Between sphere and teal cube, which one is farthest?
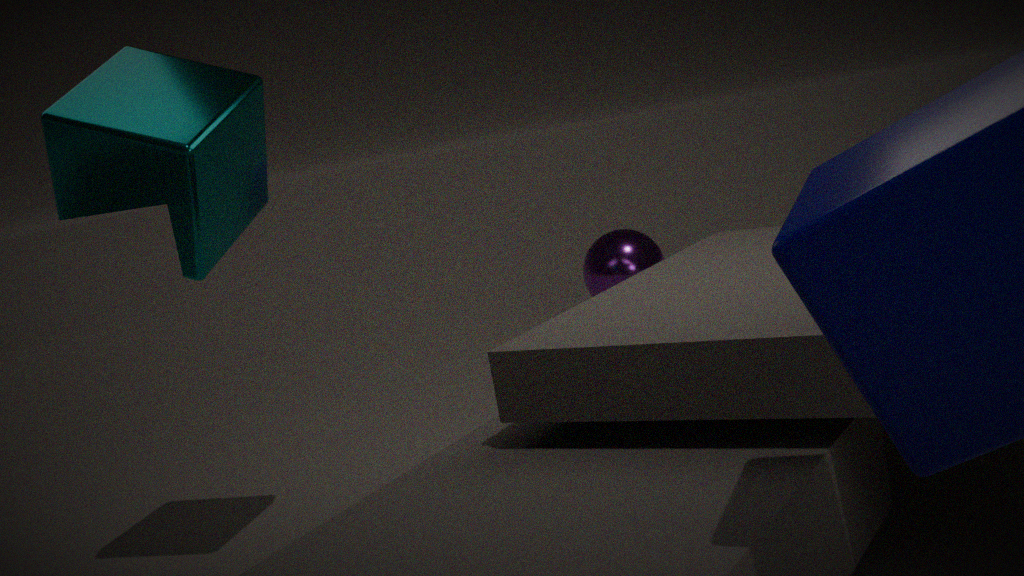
sphere
